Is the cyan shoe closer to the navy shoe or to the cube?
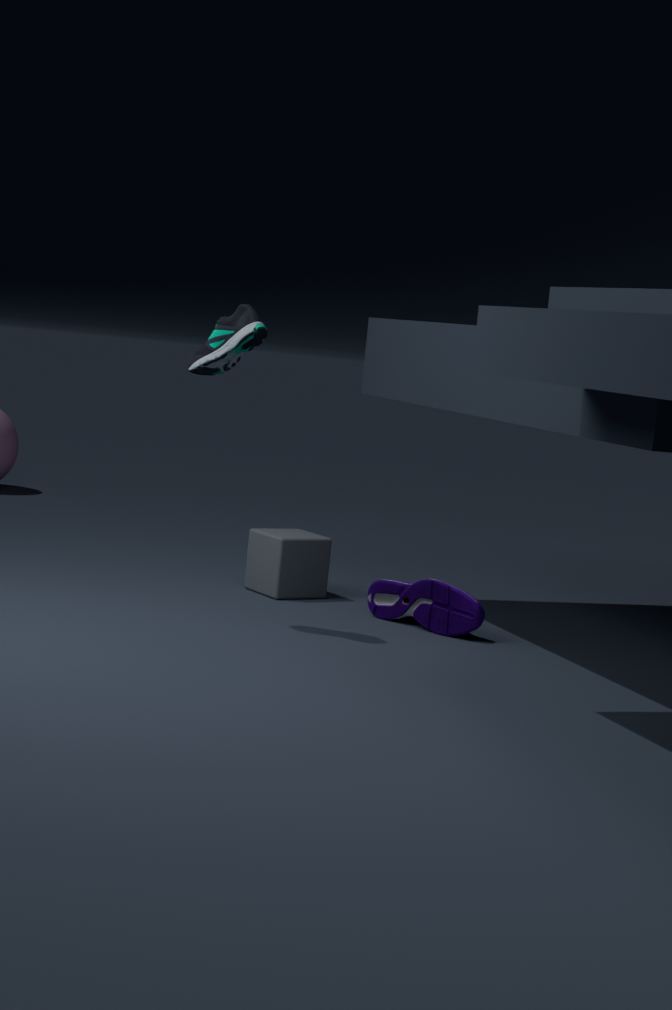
the cube
